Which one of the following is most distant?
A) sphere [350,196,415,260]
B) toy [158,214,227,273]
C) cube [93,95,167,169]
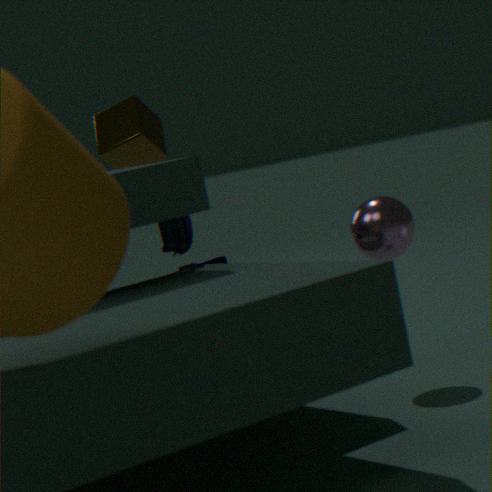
cube [93,95,167,169]
